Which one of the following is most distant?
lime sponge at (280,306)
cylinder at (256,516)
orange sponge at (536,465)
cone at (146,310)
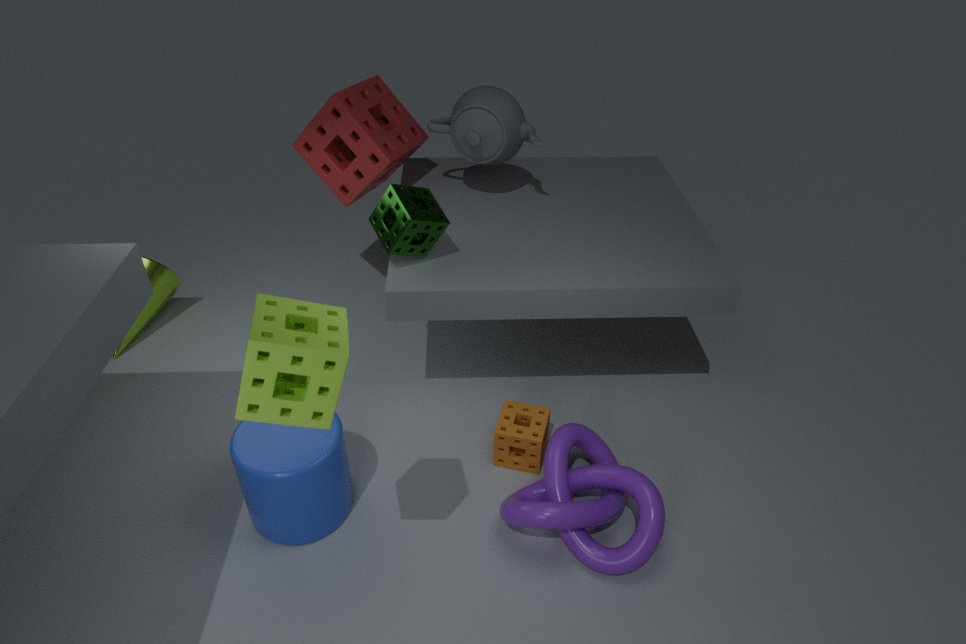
cone at (146,310)
